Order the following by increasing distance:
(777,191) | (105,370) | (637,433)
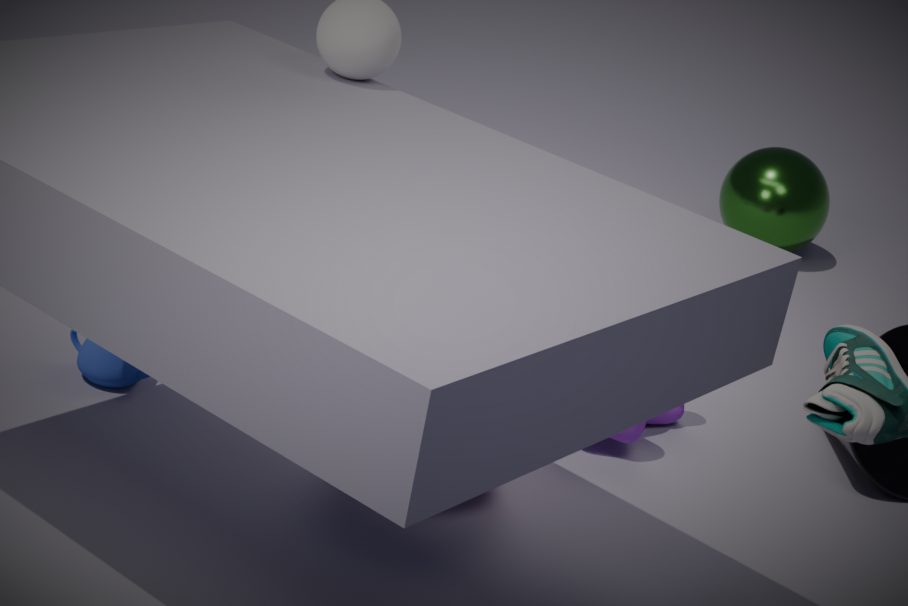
(105,370)
(637,433)
(777,191)
